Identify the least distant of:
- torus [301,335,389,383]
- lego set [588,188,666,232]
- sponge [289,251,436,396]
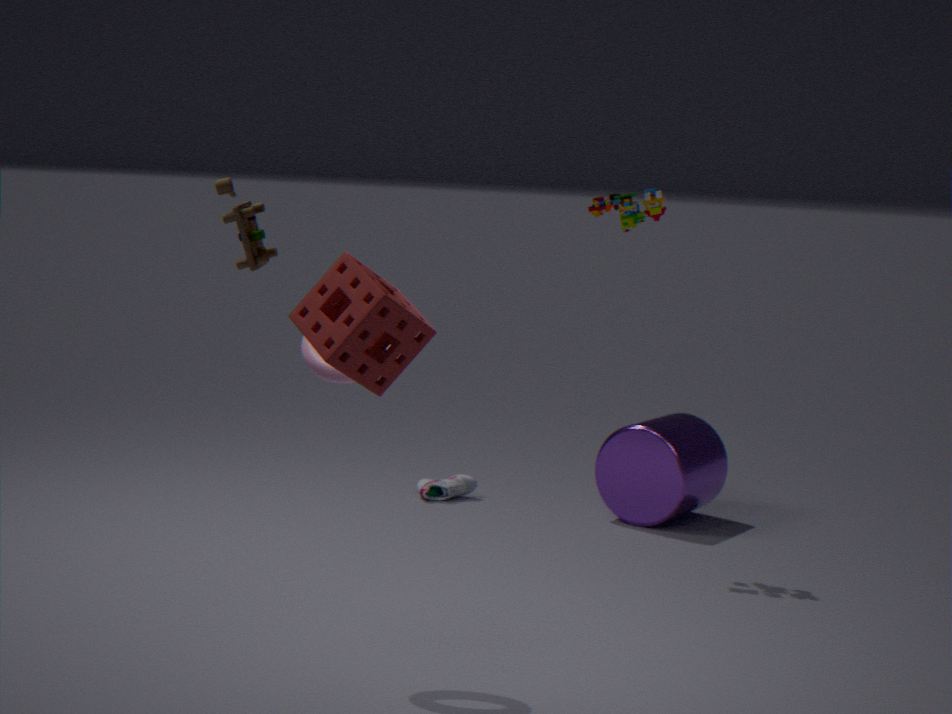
sponge [289,251,436,396]
